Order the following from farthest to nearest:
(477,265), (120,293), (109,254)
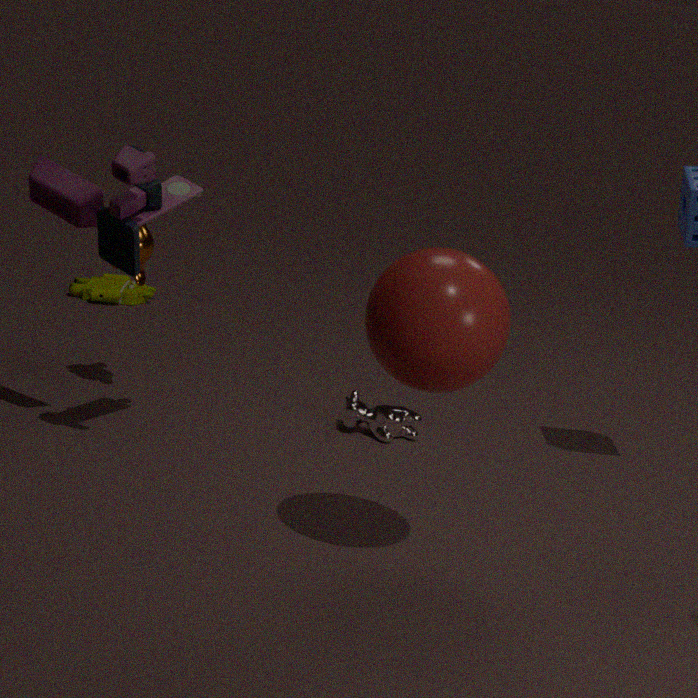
(120,293) < (109,254) < (477,265)
